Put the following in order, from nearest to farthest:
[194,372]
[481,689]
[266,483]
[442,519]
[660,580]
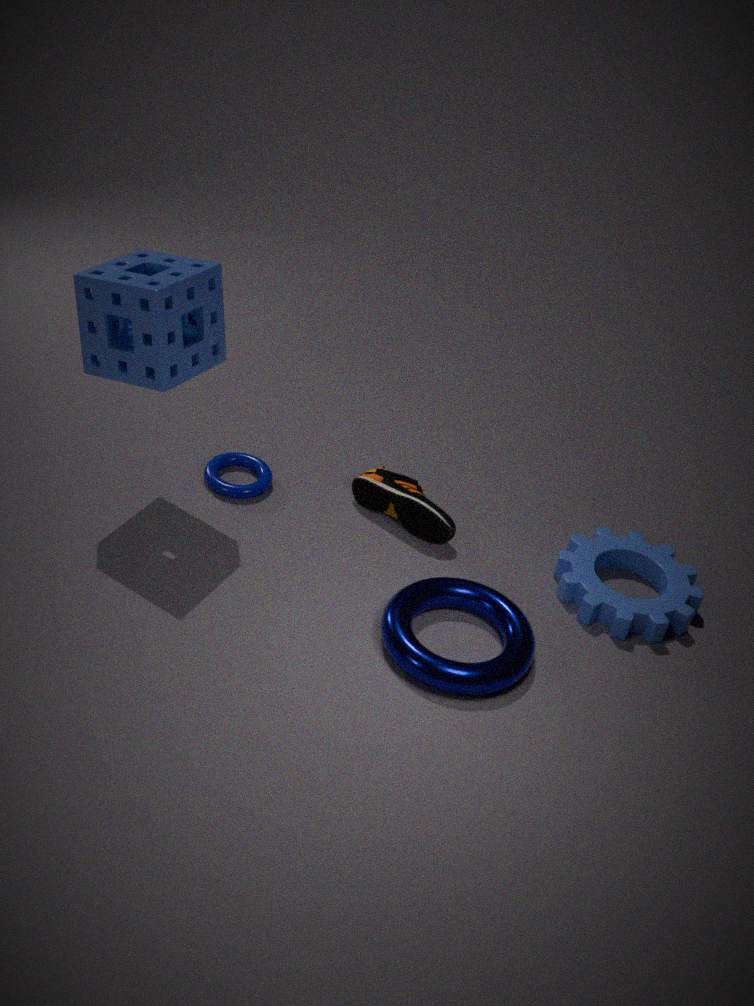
[481,689]
[194,372]
[442,519]
[660,580]
[266,483]
